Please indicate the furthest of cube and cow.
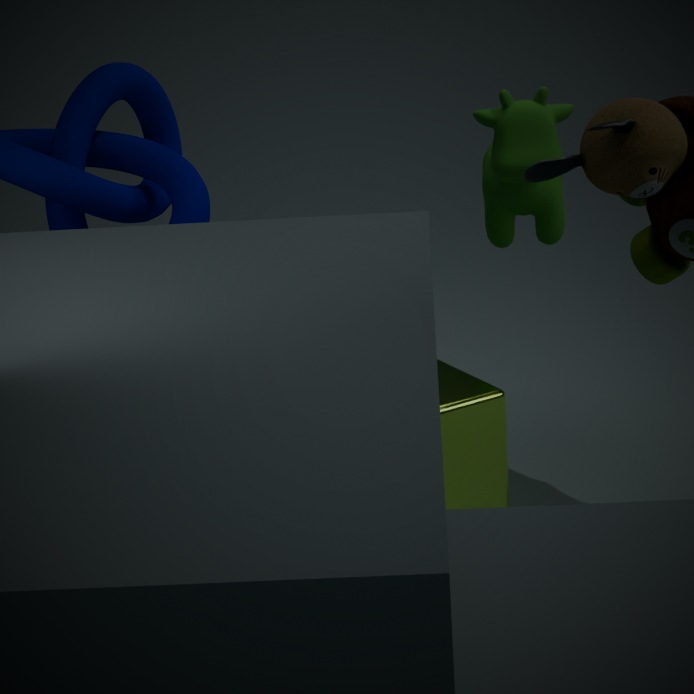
cow
